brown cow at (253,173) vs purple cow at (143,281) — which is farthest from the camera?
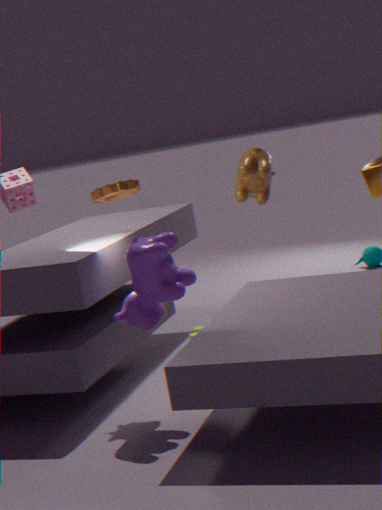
brown cow at (253,173)
